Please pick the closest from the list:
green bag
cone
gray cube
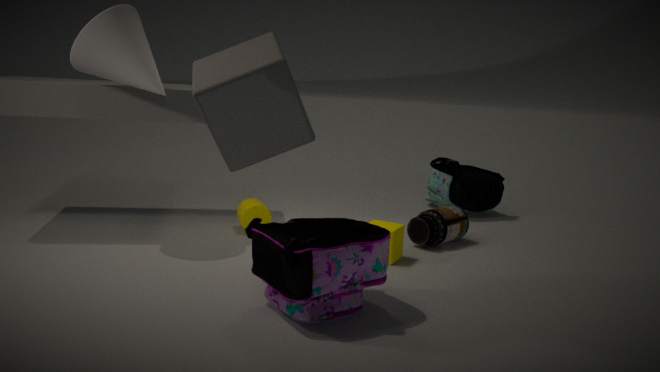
gray cube
